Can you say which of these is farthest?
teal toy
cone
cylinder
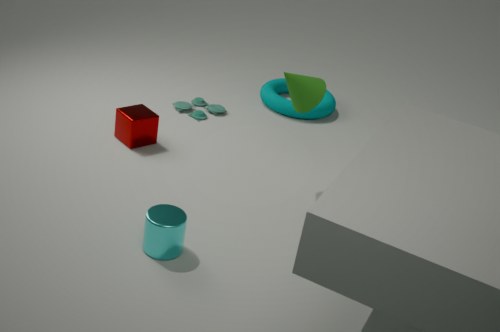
teal toy
